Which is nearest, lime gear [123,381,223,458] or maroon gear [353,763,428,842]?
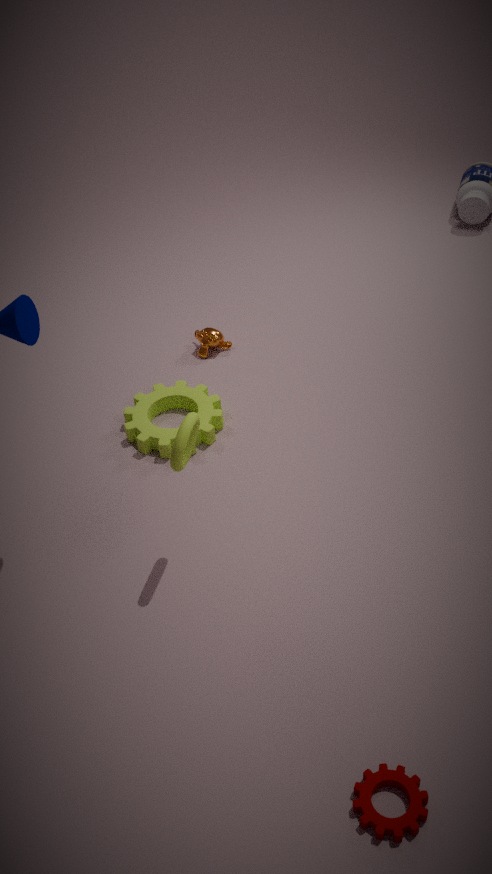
maroon gear [353,763,428,842]
